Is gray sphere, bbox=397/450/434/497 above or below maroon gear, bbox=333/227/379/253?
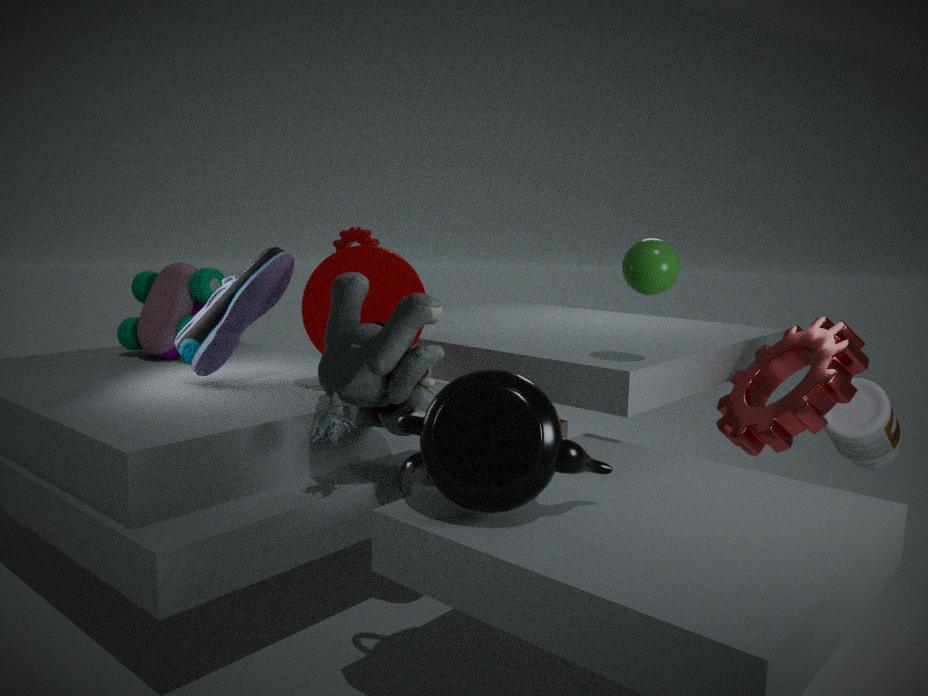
below
